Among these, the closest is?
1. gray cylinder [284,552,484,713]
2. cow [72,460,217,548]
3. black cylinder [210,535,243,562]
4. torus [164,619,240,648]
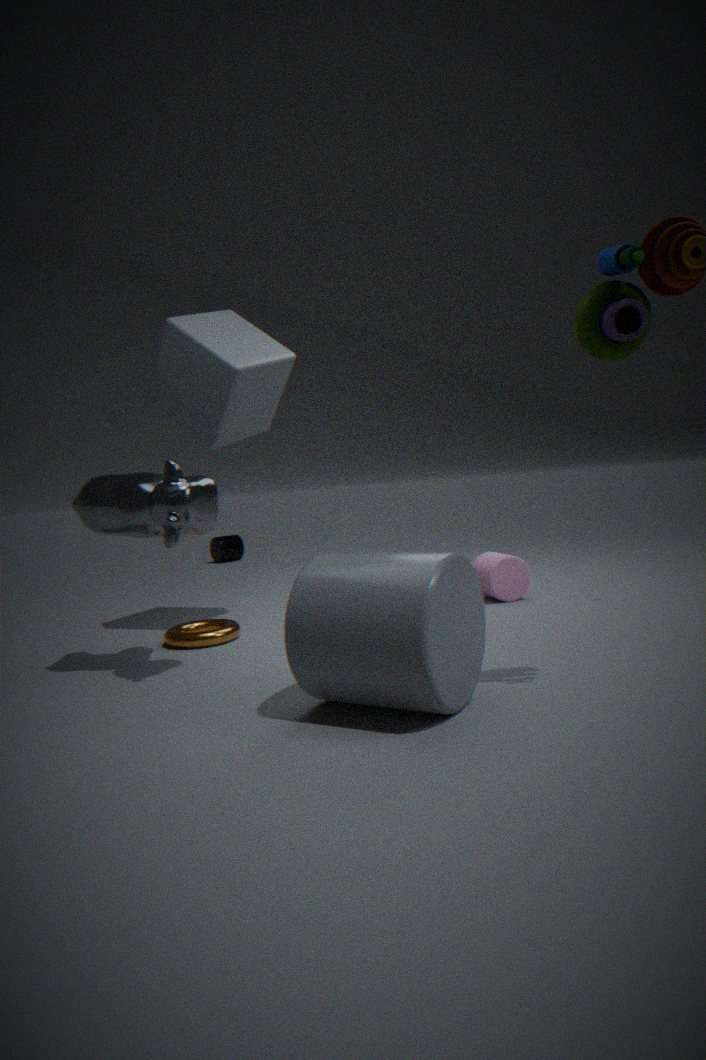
gray cylinder [284,552,484,713]
